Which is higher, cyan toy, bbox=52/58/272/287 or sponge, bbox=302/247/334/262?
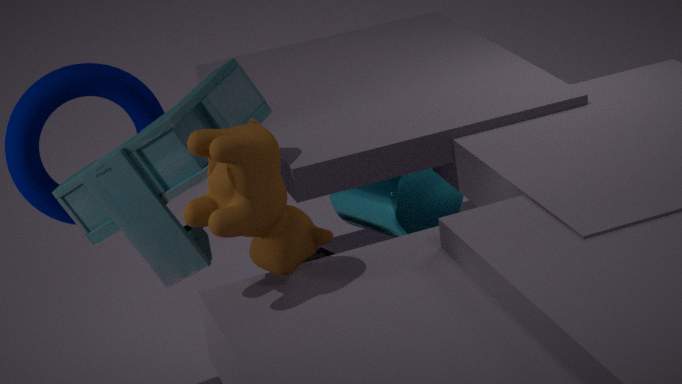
cyan toy, bbox=52/58/272/287
